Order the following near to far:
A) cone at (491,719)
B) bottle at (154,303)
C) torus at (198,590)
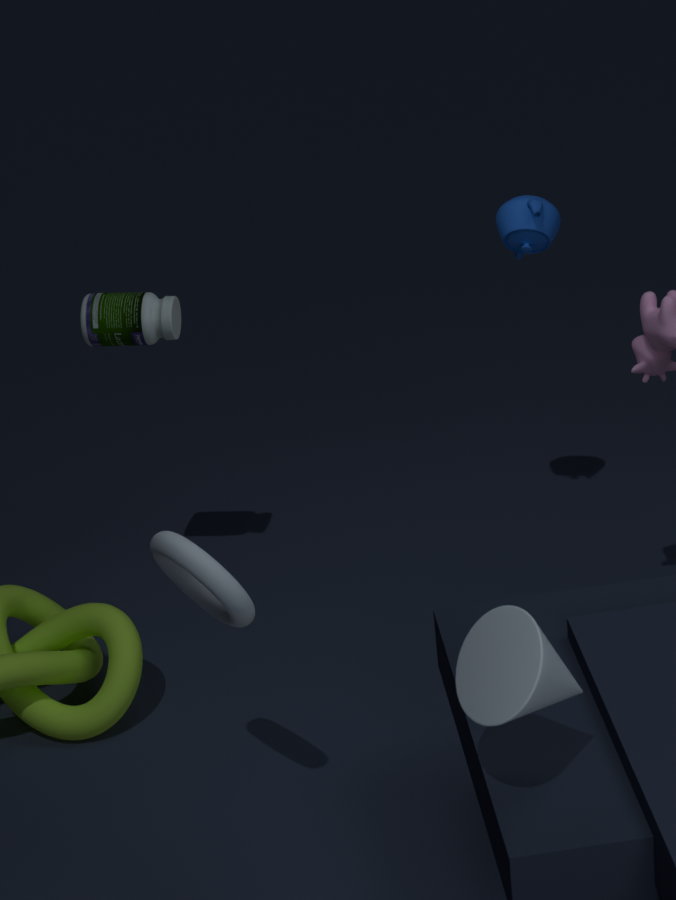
cone at (491,719), torus at (198,590), bottle at (154,303)
